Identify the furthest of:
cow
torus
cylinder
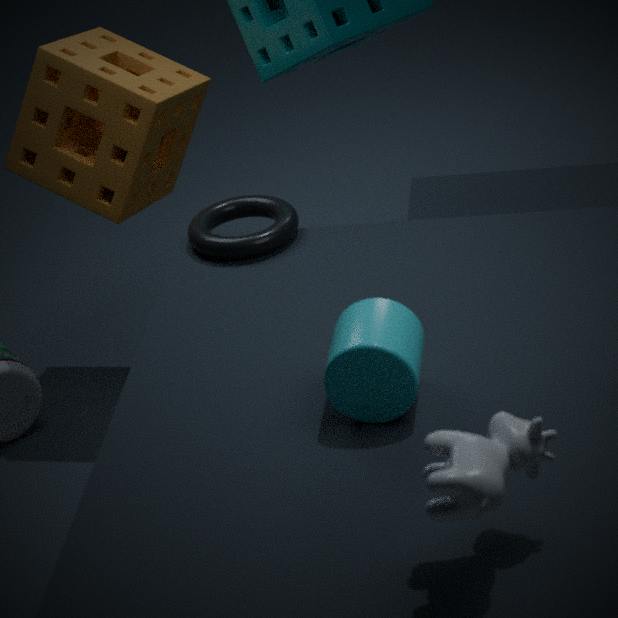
torus
